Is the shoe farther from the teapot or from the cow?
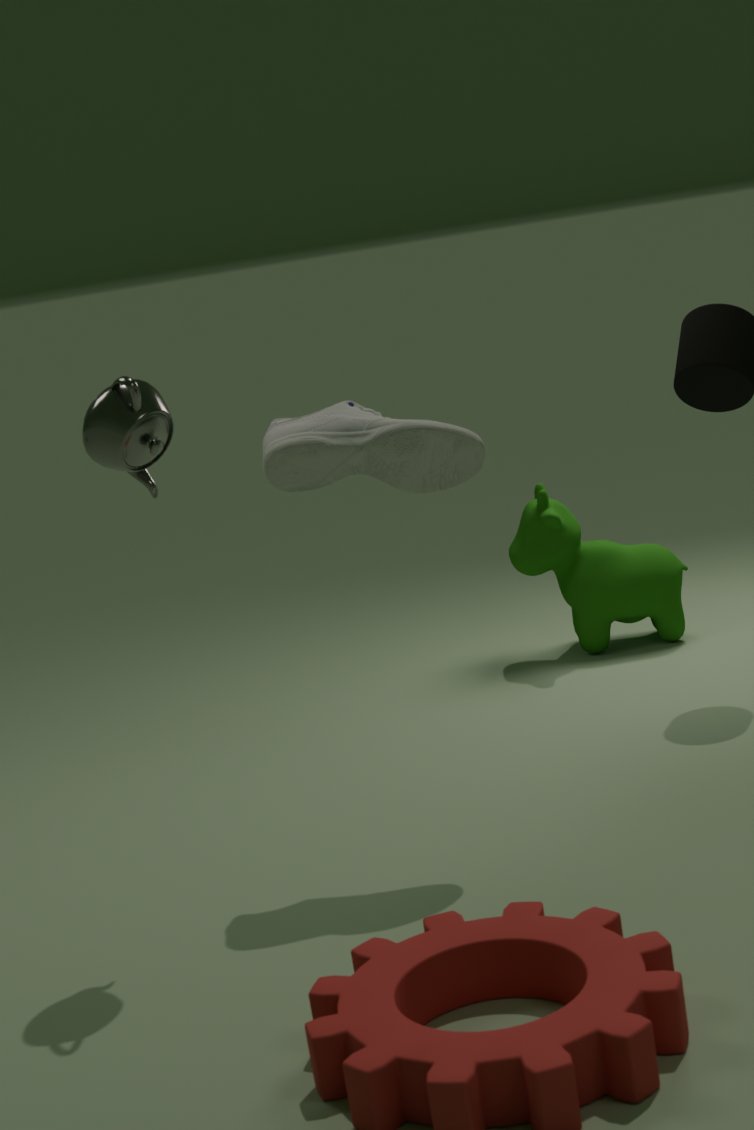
the cow
